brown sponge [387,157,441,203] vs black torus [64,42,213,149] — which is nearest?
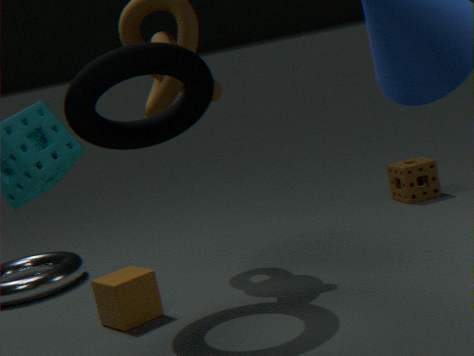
black torus [64,42,213,149]
